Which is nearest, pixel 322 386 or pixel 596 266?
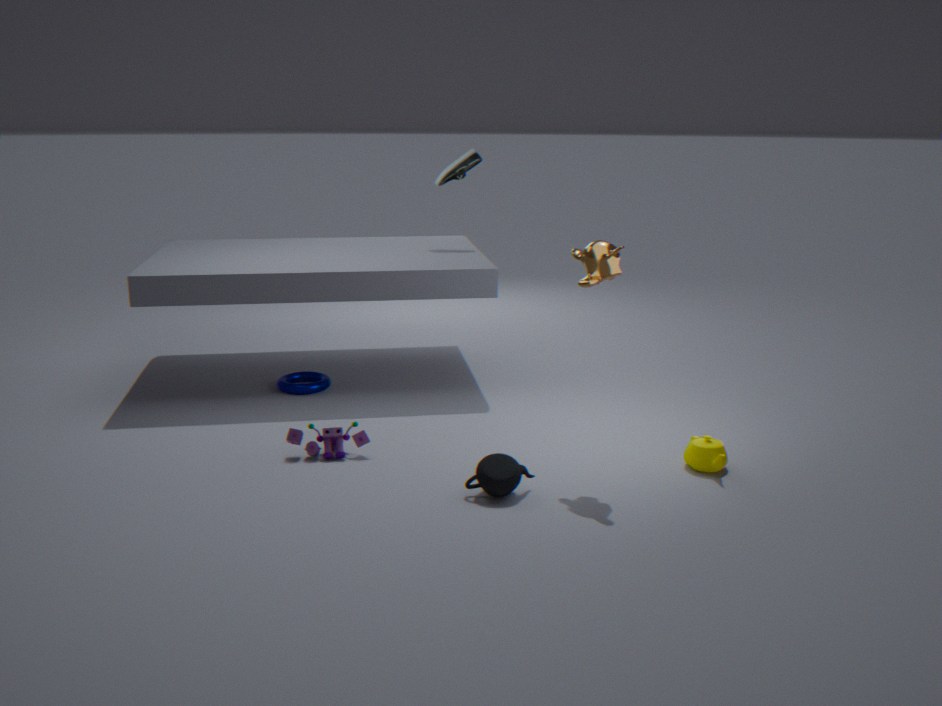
pixel 596 266
